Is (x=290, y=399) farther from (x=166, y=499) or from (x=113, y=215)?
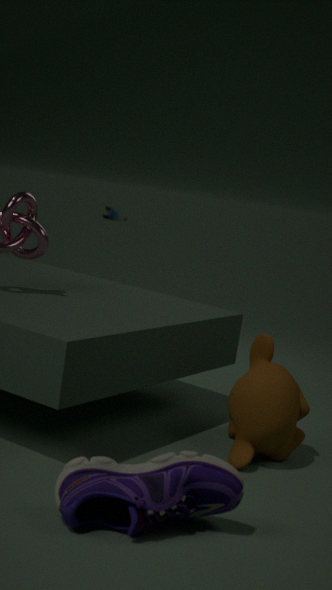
(x=113, y=215)
